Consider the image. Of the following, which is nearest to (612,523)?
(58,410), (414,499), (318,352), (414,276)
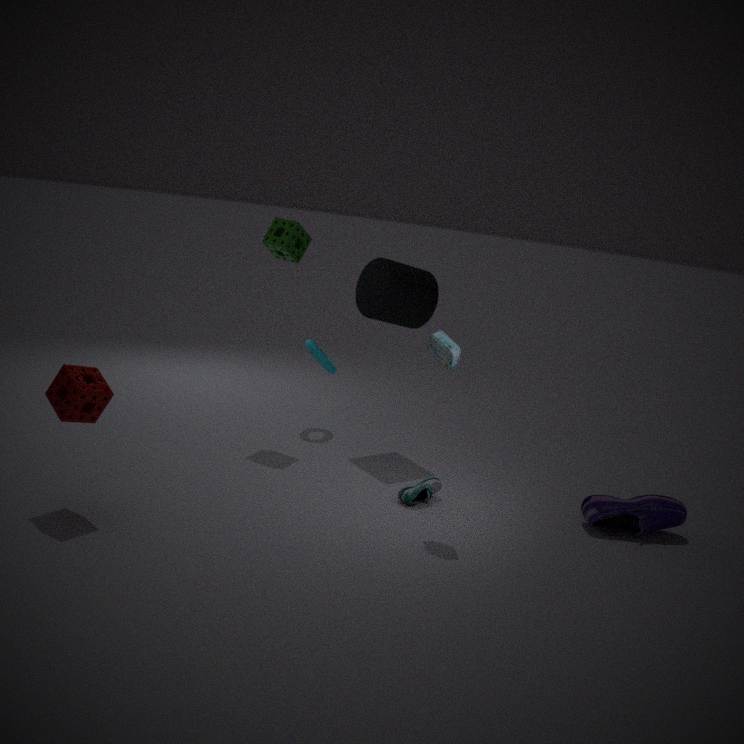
(414,499)
